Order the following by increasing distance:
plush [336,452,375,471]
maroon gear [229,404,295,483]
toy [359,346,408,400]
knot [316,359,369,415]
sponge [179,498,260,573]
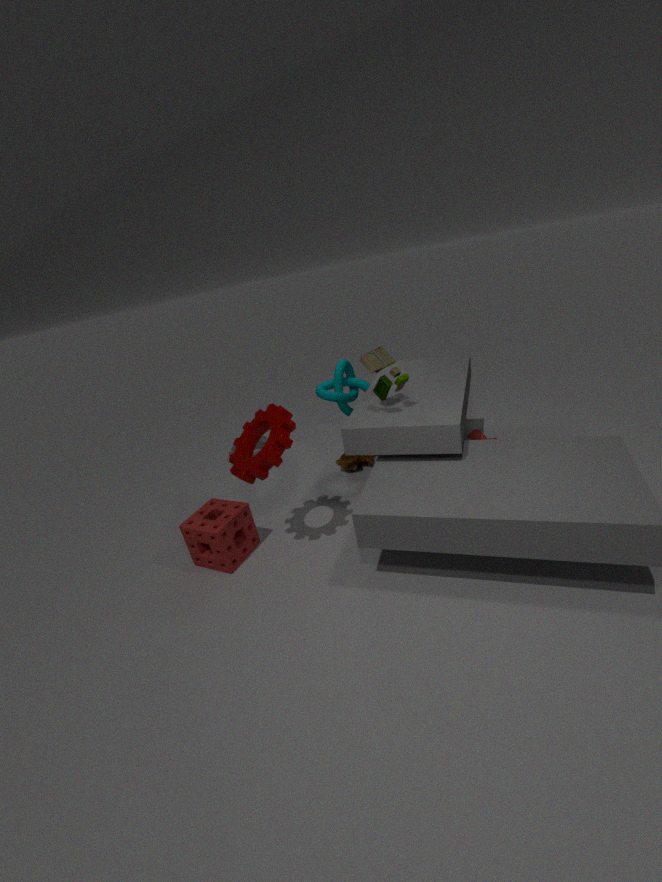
maroon gear [229,404,295,483] < toy [359,346,408,400] < sponge [179,498,260,573] < knot [316,359,369,415] < plush [336,452,375,471]
